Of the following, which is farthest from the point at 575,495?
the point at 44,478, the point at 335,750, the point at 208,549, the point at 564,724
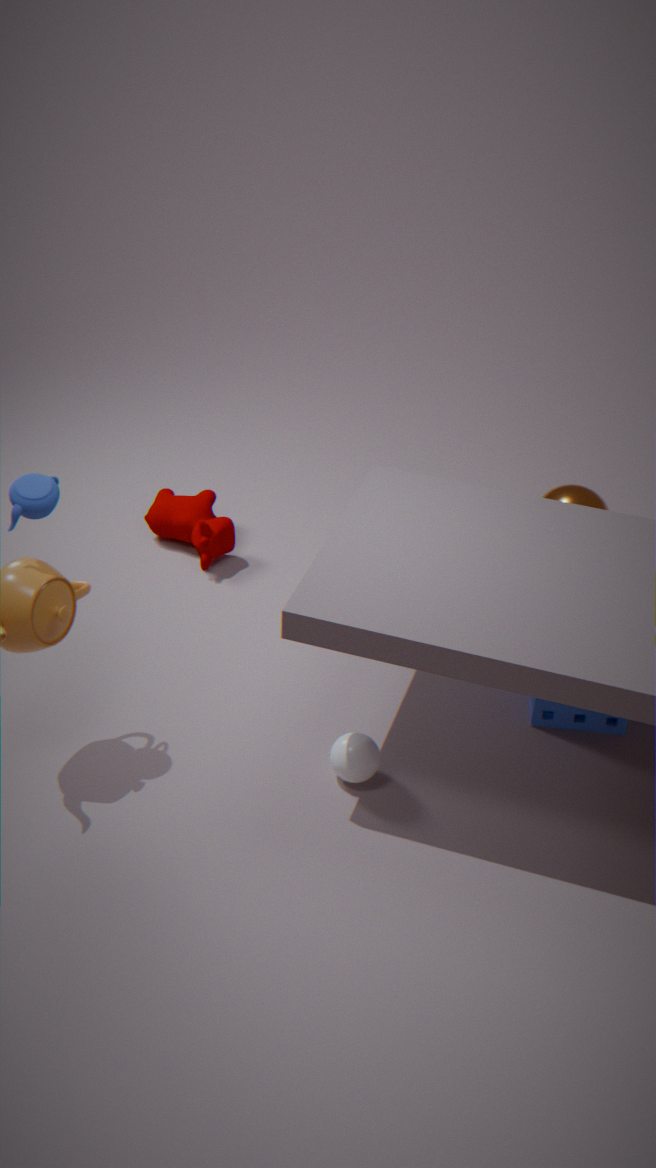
the point at 44,478
